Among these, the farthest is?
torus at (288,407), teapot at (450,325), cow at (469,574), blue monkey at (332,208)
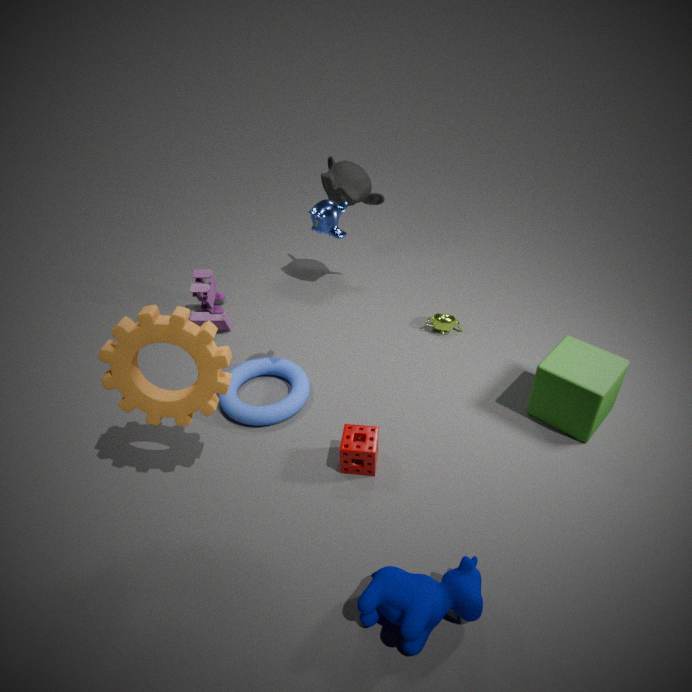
teapot at (450,325)
